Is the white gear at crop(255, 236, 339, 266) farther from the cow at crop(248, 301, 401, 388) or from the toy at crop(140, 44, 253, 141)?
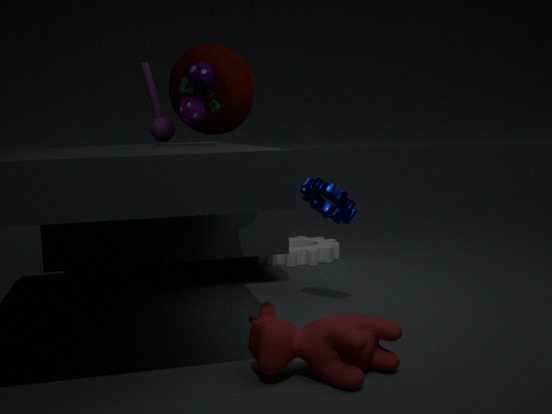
the cow at crop(248, 301, 401, 388)
